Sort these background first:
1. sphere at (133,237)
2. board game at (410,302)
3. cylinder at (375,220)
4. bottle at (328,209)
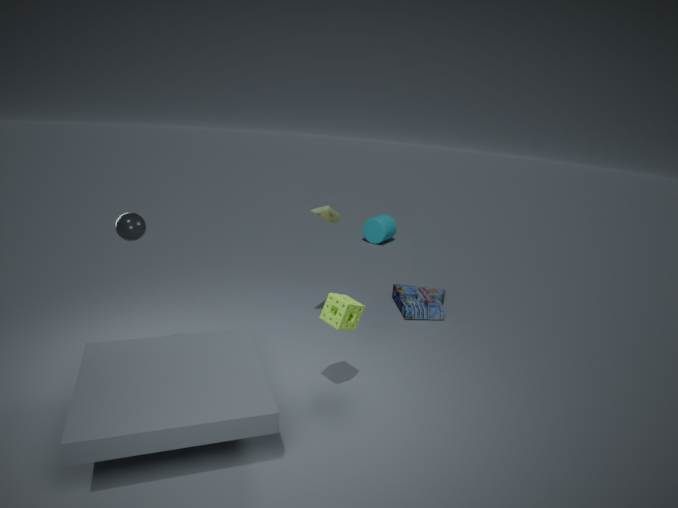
cylinder at (375,220) < board game at (410,302) < bottle at (328,209) < sphere at (133,237)
